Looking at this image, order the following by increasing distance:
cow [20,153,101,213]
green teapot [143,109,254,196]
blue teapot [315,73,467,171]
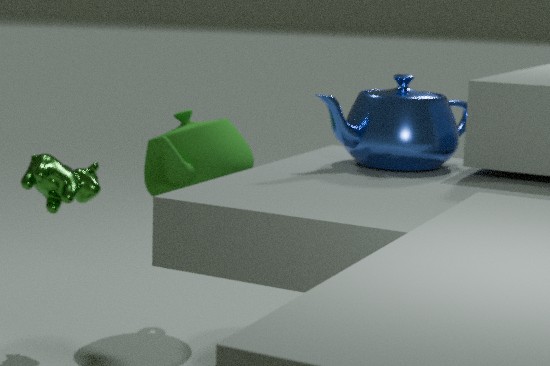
blue teapot [315,73,467,171], cow [20,153,101,213], green teapot [143,109,254,196]
